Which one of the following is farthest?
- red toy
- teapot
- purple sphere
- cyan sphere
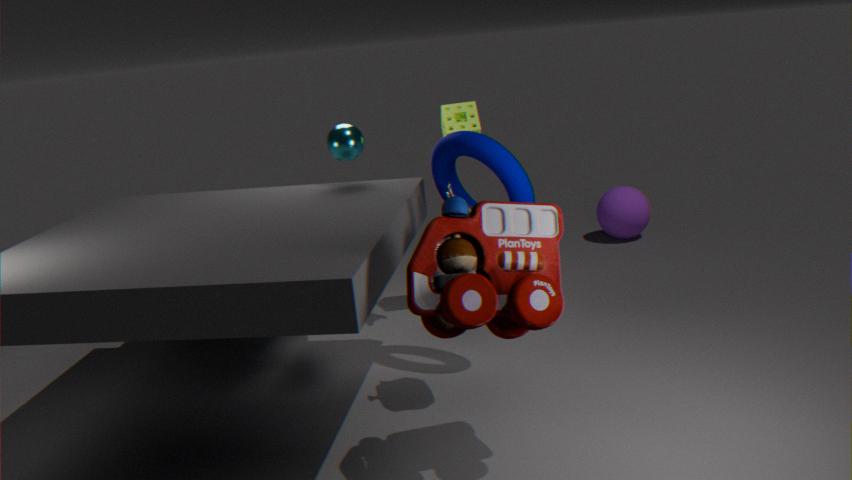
purple sphere
